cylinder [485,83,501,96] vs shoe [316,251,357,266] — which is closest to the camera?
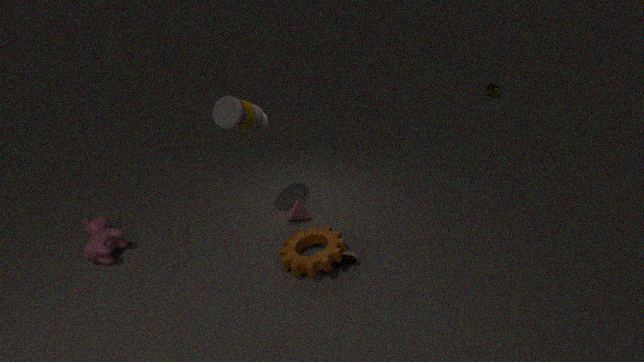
shoe [316,251,357,266]
